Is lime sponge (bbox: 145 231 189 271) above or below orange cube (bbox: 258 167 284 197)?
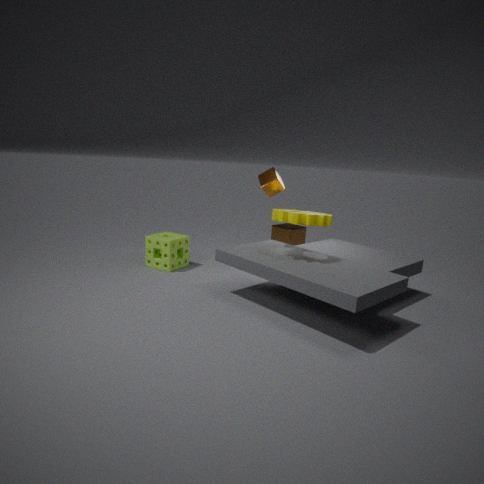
below
